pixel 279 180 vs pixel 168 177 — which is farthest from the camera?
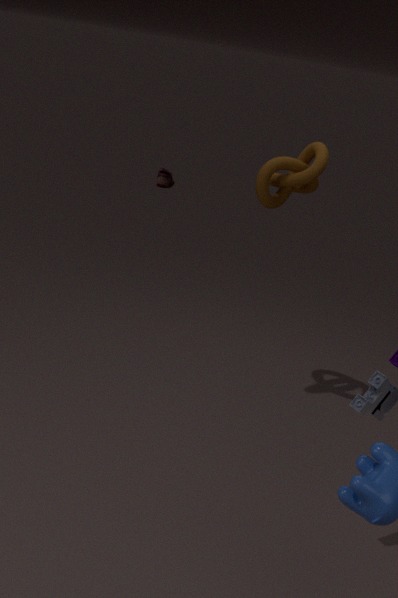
pixel 168 177
